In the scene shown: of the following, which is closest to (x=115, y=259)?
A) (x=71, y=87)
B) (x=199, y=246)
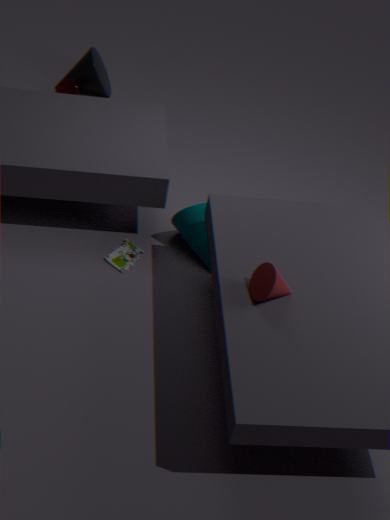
(x=199, y=246)
